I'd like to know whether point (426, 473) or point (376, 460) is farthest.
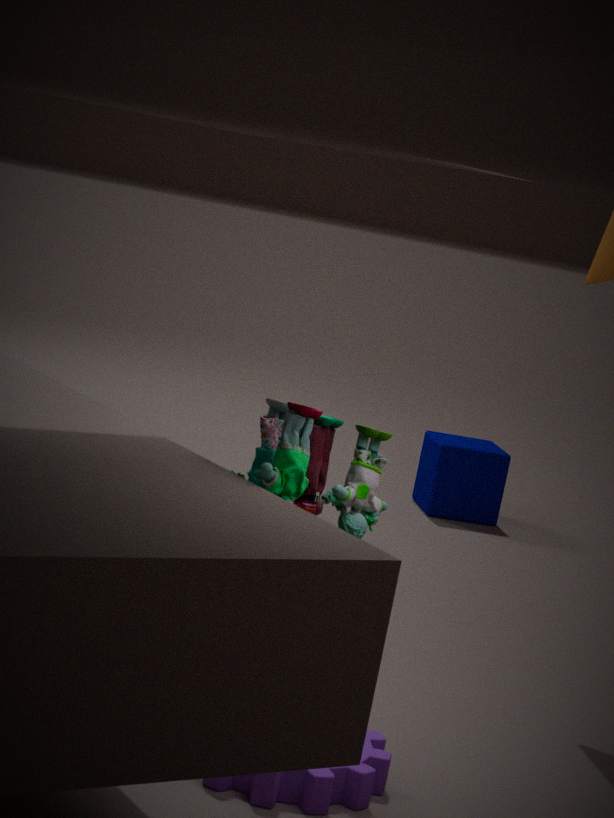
point (426, 473)
